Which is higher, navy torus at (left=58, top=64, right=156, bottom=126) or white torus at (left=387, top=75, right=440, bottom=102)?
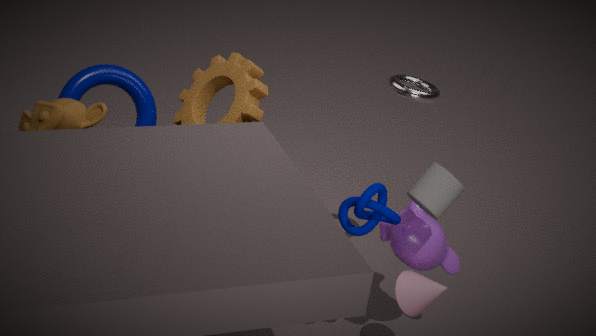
white torus at (left=387, top=75, right=440, bottom=102)
